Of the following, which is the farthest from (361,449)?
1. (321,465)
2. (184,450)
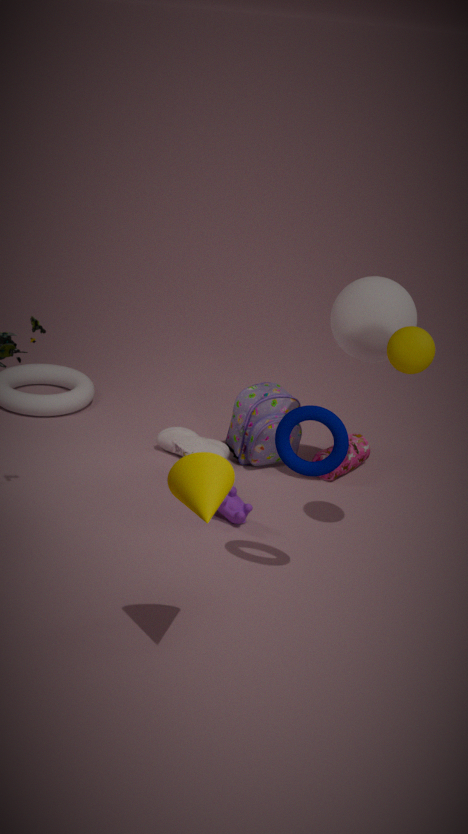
(321,465)
